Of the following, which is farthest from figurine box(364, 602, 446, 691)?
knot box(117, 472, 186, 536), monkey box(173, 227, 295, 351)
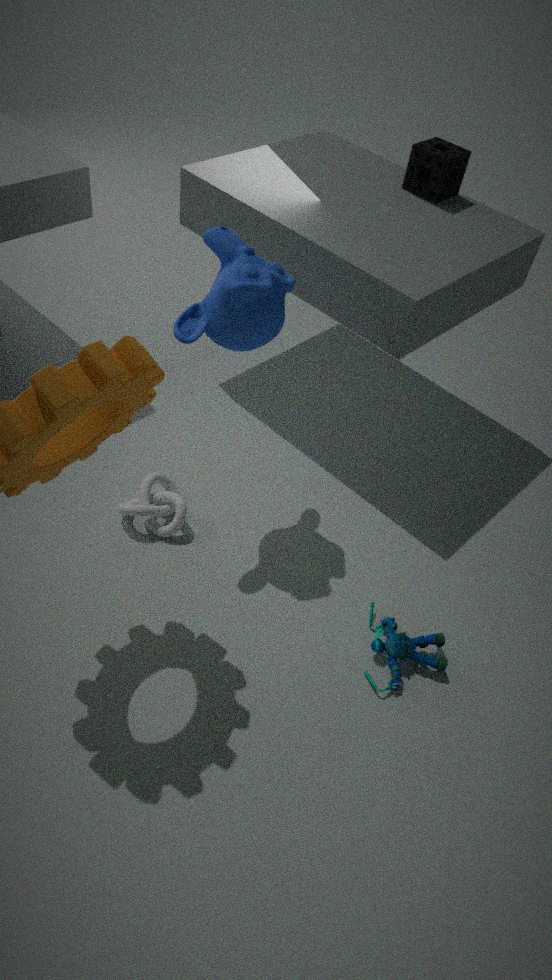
monkey box(173, 227, 295, 351)
